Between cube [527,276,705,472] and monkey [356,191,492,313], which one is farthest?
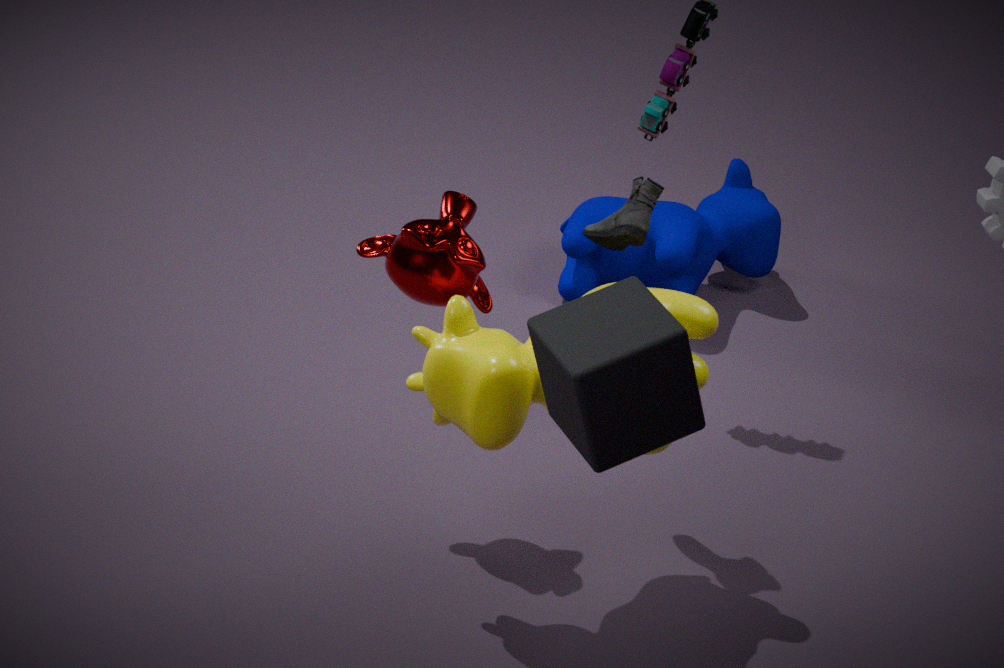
monkey [356,191,492,313]
